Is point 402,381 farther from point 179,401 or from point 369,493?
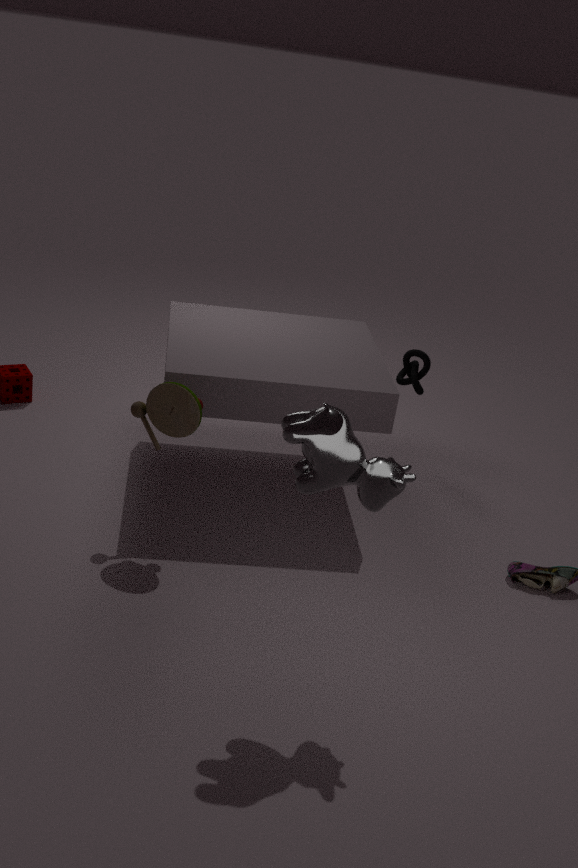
point 369,493
